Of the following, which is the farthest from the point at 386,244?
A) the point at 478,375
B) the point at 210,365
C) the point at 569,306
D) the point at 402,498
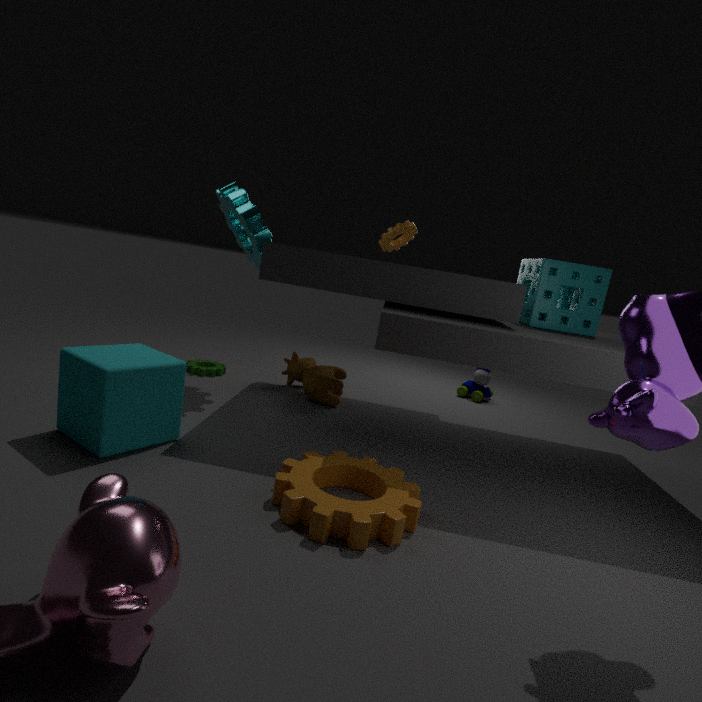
the point at 402,498
